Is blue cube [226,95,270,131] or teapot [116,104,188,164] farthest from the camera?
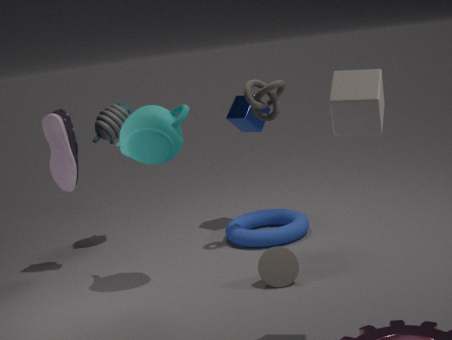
blue cube [226,95,270,131]
